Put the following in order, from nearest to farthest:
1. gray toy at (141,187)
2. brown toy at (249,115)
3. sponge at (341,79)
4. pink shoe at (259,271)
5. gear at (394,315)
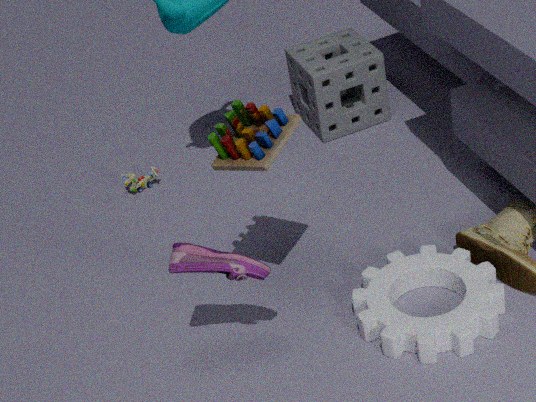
pink shoe at (259,271) < brown toy at (249,115) < gear at (394,315) < sponge at (341,79) < gray toy at (141,187)
